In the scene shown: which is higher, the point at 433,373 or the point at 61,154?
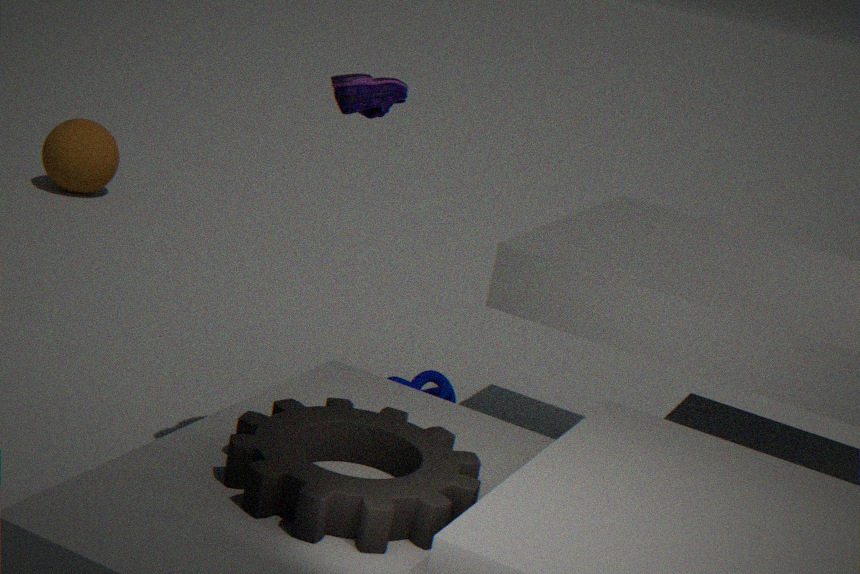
the point at 61,154
